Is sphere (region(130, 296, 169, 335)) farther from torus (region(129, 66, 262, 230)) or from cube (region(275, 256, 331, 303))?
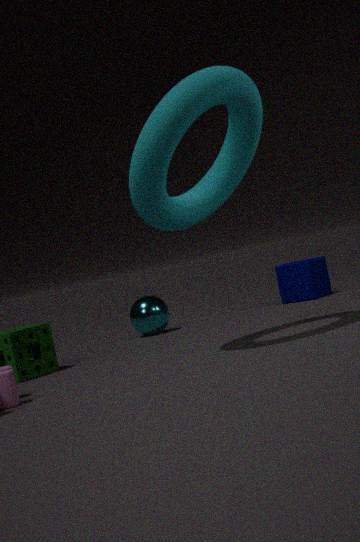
torus (region(129, 66, 262, 230))
